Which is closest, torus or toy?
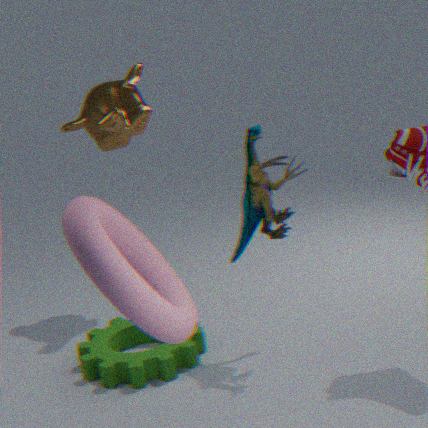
torus
